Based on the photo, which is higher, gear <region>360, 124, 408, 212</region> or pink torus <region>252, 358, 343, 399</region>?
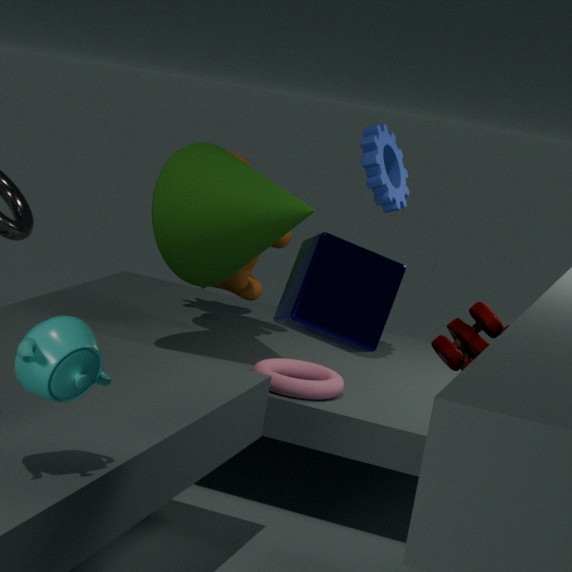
gear <region>360, 124, 408, 212</region>
